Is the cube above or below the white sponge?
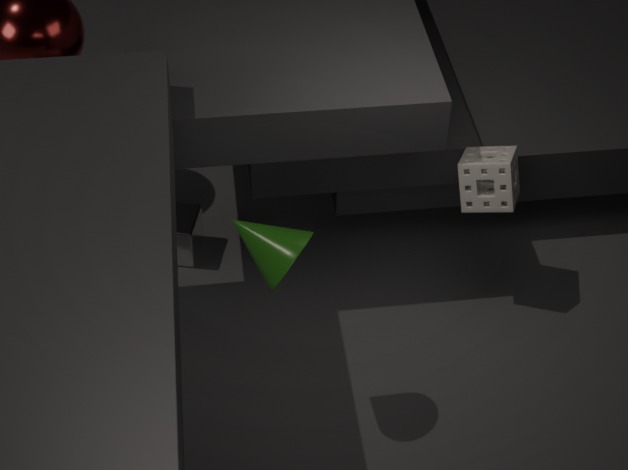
below
